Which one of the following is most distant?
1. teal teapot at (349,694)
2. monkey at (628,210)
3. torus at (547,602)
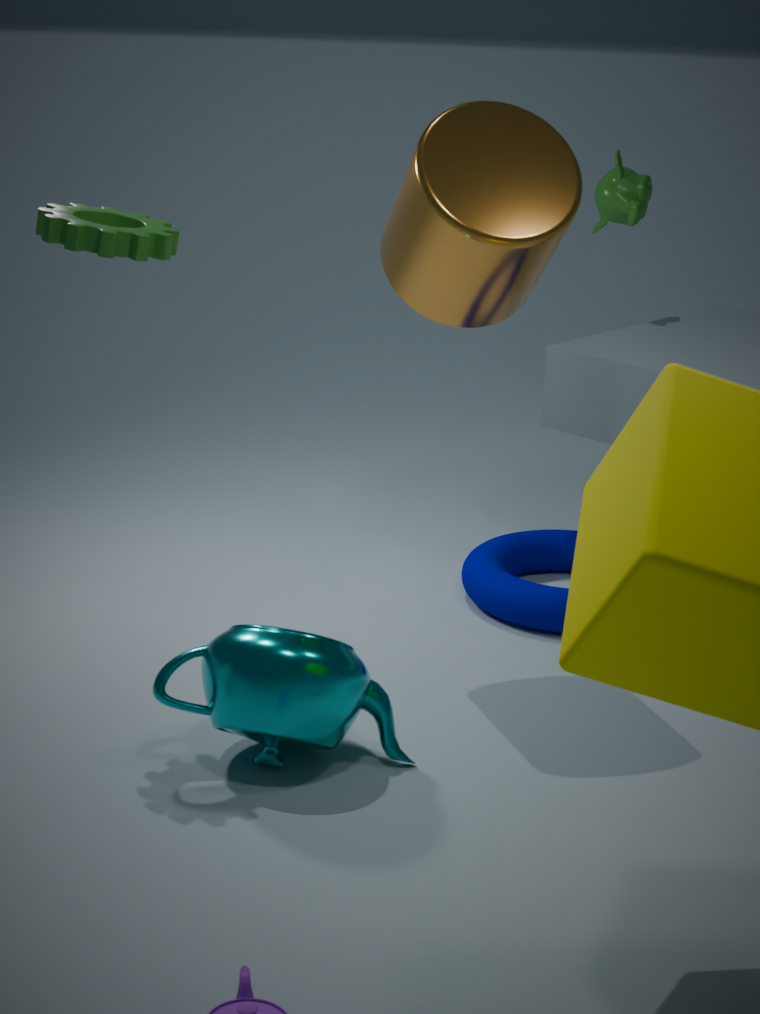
monkey at (628,210)
